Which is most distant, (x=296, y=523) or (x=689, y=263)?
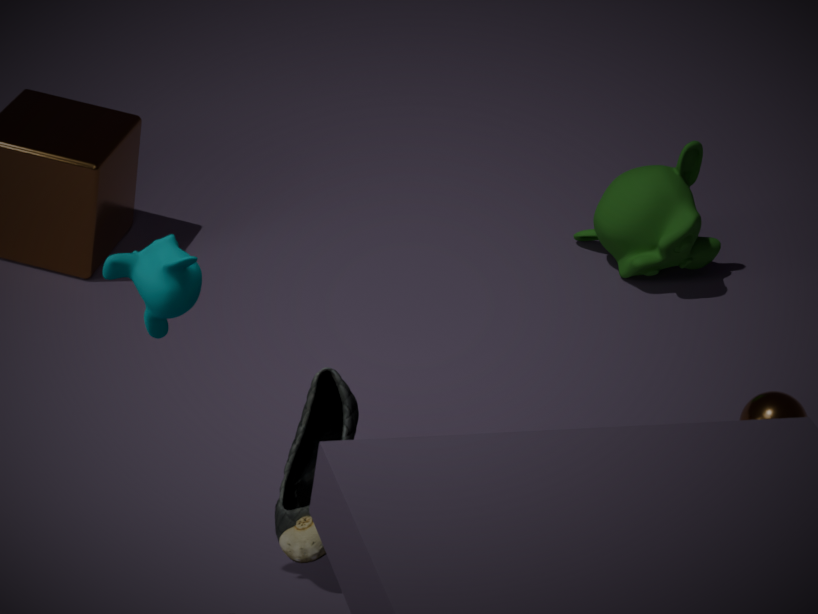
(x=689, y=263)
